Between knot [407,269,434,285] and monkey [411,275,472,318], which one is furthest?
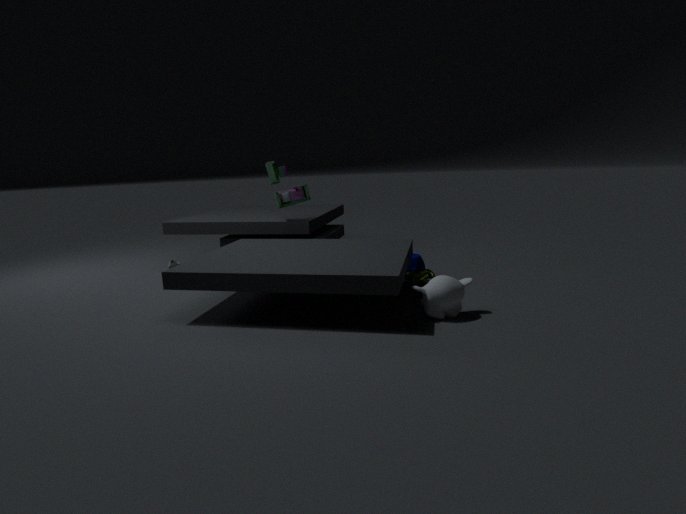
knot [407,269,434,285]
